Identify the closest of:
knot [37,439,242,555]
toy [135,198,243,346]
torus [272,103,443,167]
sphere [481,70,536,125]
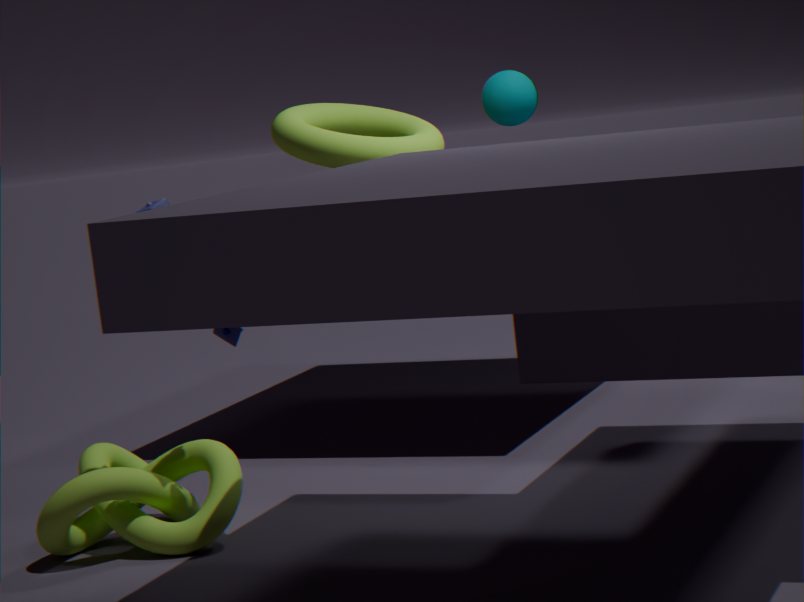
toy [135,198,243,346]
